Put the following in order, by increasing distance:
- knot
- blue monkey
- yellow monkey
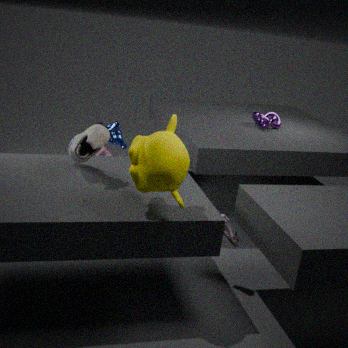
yellow monkey
blue monkey
knot
